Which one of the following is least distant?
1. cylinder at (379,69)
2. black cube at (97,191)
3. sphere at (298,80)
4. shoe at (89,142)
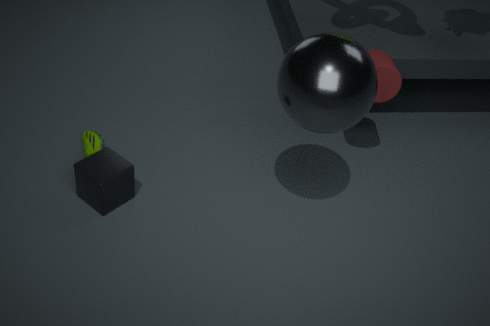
sphere at (298,80)
